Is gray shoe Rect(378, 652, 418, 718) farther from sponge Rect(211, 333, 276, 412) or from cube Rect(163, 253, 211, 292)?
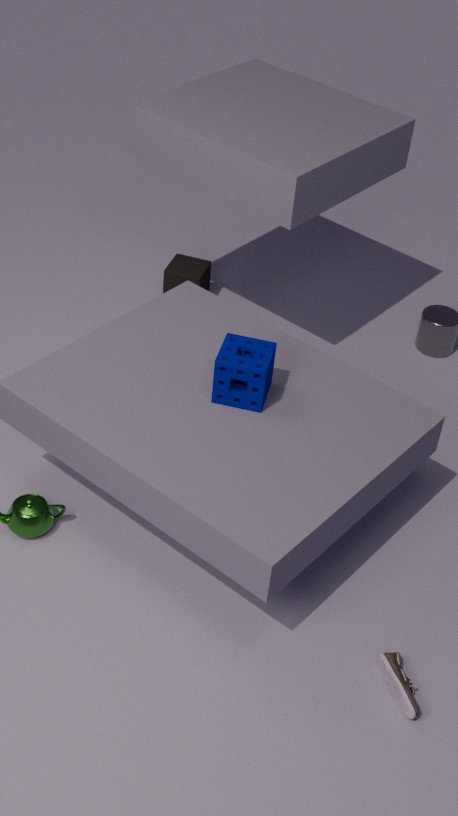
cube Rect(163, 253, 211, 292)
